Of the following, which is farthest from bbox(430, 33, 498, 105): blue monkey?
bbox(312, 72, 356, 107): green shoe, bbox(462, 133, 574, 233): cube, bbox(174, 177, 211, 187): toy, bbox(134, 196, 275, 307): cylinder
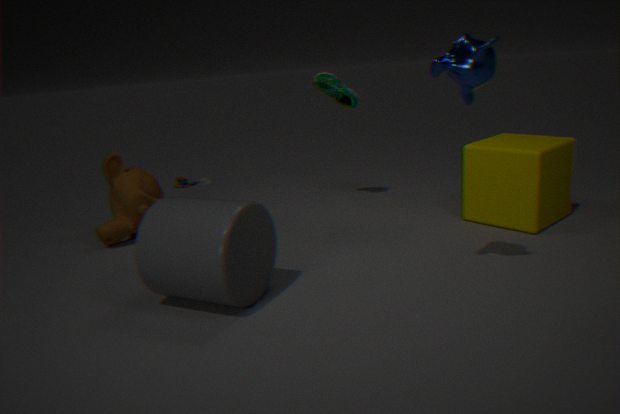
bbox(174, 177, 211, 187): toy
